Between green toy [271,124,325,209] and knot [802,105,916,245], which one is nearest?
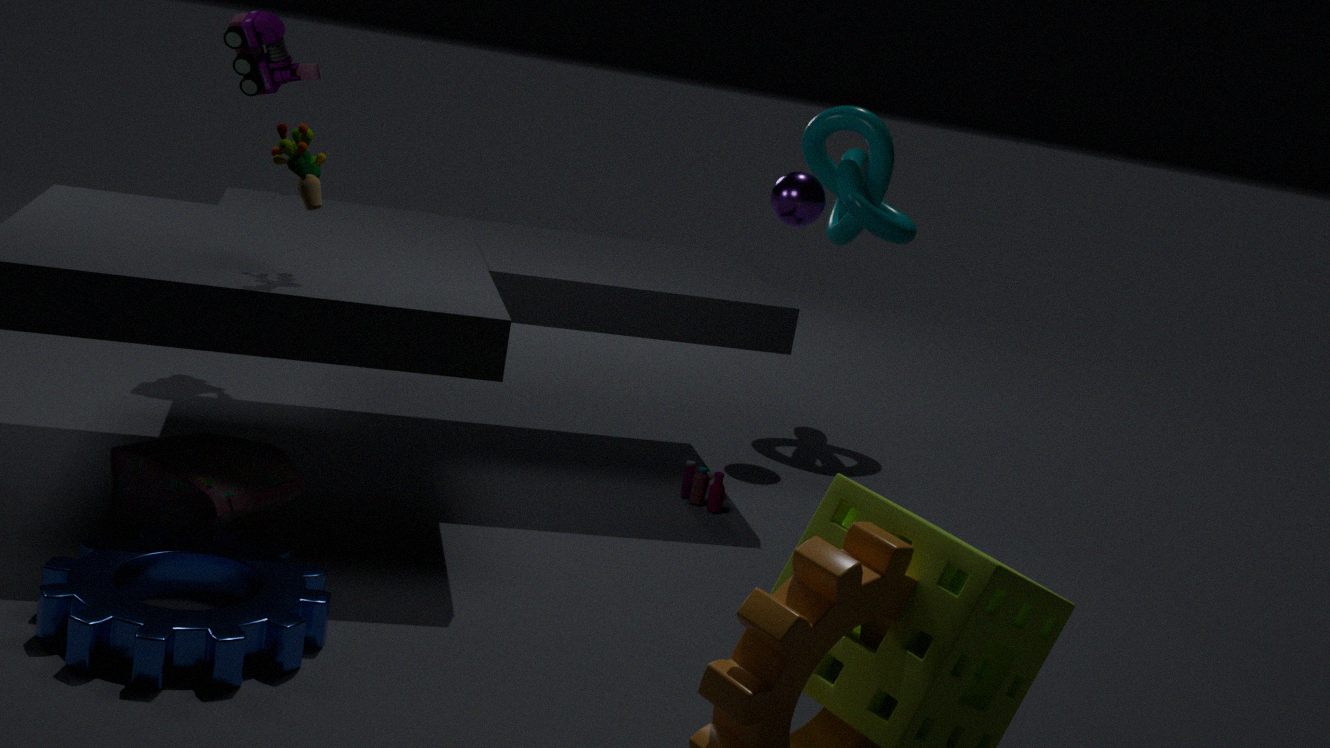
green toy [271,124,325,209]
